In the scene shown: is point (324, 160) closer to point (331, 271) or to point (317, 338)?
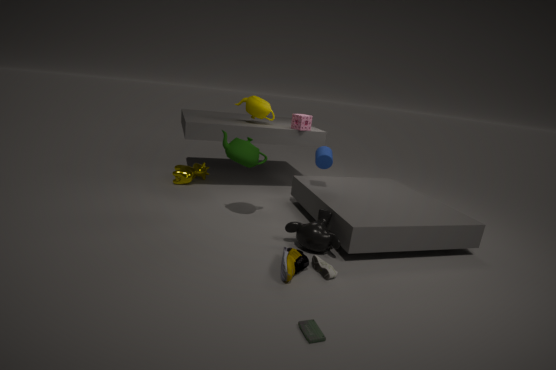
point (331, 271)
